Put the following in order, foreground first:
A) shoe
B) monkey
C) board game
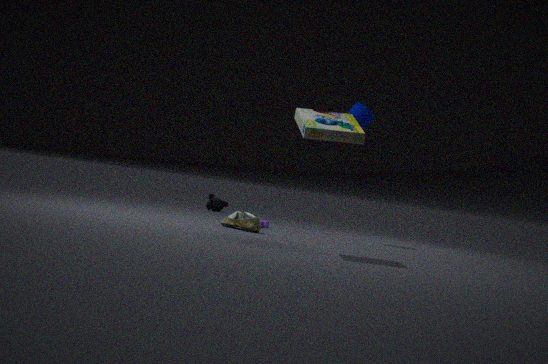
board game → shoe → monkey
